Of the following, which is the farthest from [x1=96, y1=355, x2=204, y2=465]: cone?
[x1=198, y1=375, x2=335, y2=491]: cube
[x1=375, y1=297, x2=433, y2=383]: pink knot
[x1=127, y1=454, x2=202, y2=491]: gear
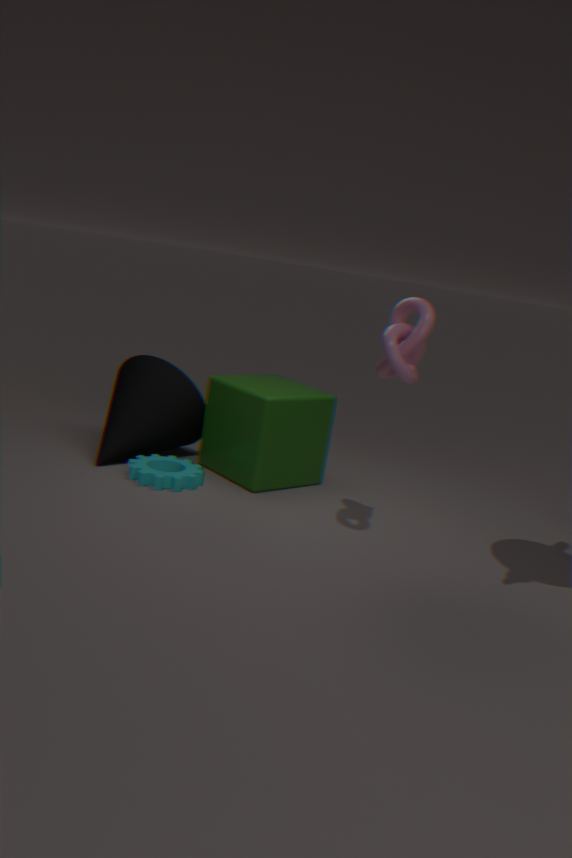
[x1=375, y1=297, x2=433, y2=383]: pink knot
